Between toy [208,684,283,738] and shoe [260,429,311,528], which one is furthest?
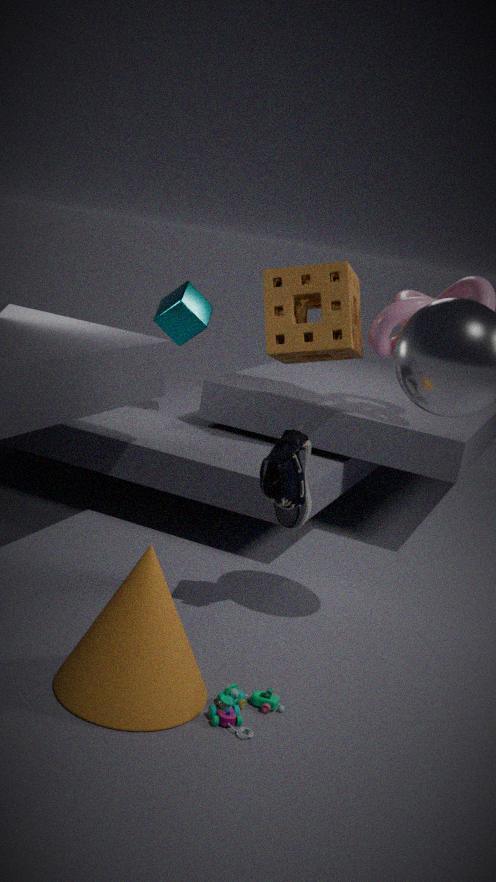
shoe [260,429,311,528]
